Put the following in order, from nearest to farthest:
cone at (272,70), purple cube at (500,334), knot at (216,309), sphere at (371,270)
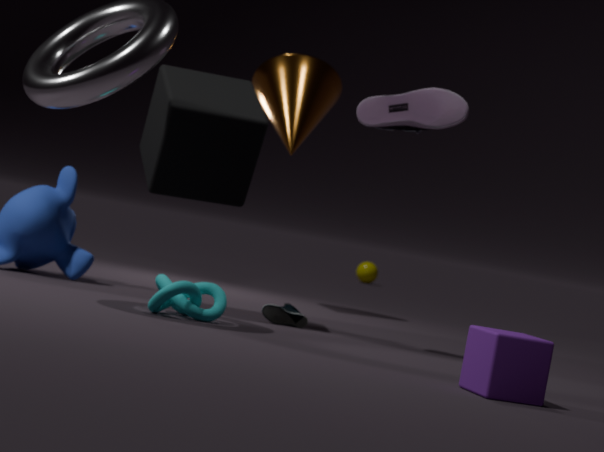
1. purple cube at (500,334)
2. knot at (216,309)
3. cone at (272,70)
4. sphere at (371,270)
